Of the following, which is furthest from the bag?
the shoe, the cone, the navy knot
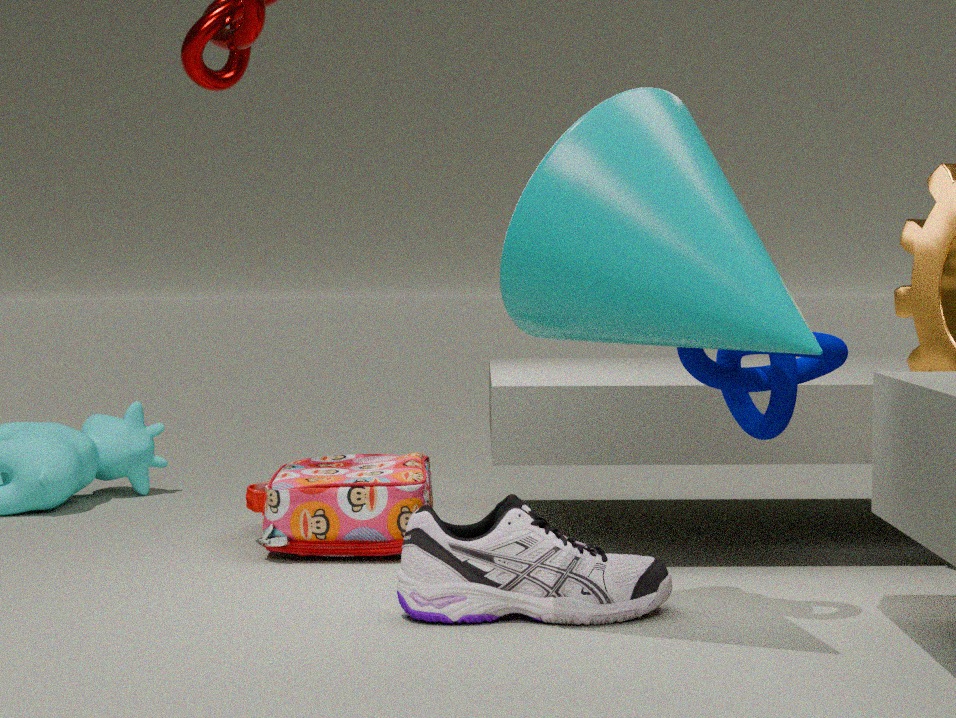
the navy knot
